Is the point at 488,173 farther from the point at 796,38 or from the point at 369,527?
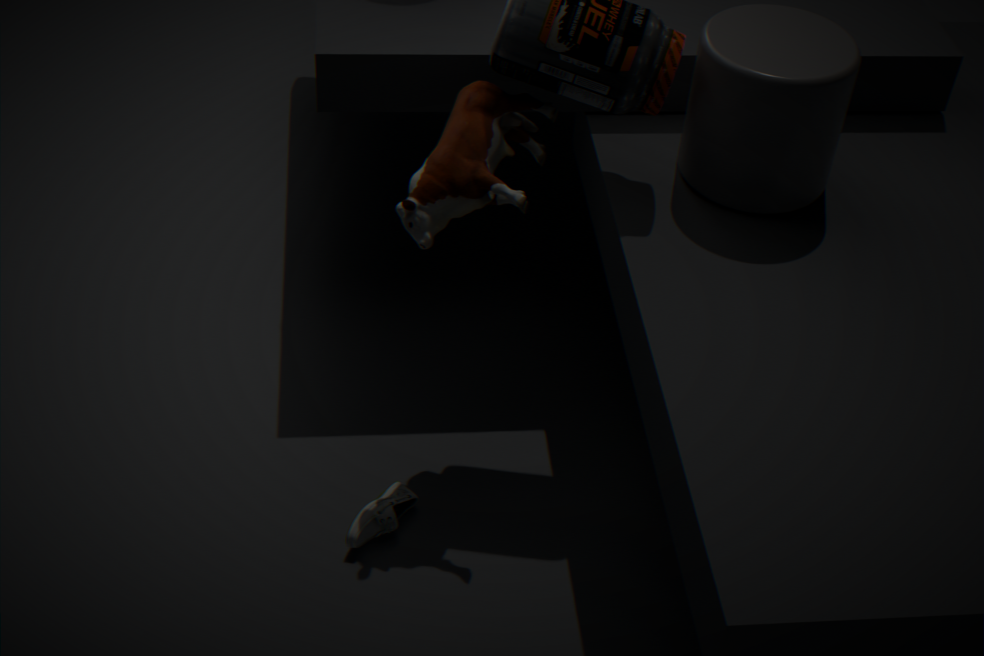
the point at 369,527
